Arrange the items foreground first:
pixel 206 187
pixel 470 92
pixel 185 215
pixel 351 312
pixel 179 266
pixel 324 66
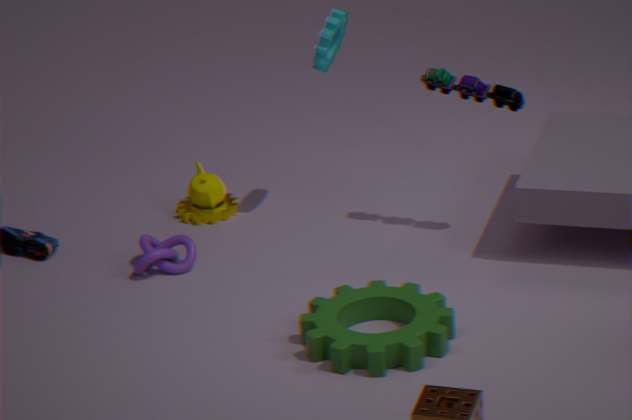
1. pixel 351 312
2. pixel 470 92
3. pixel 179 266
4. pixel 324 66
5. pixel 185 215
6. pixel 206 187
